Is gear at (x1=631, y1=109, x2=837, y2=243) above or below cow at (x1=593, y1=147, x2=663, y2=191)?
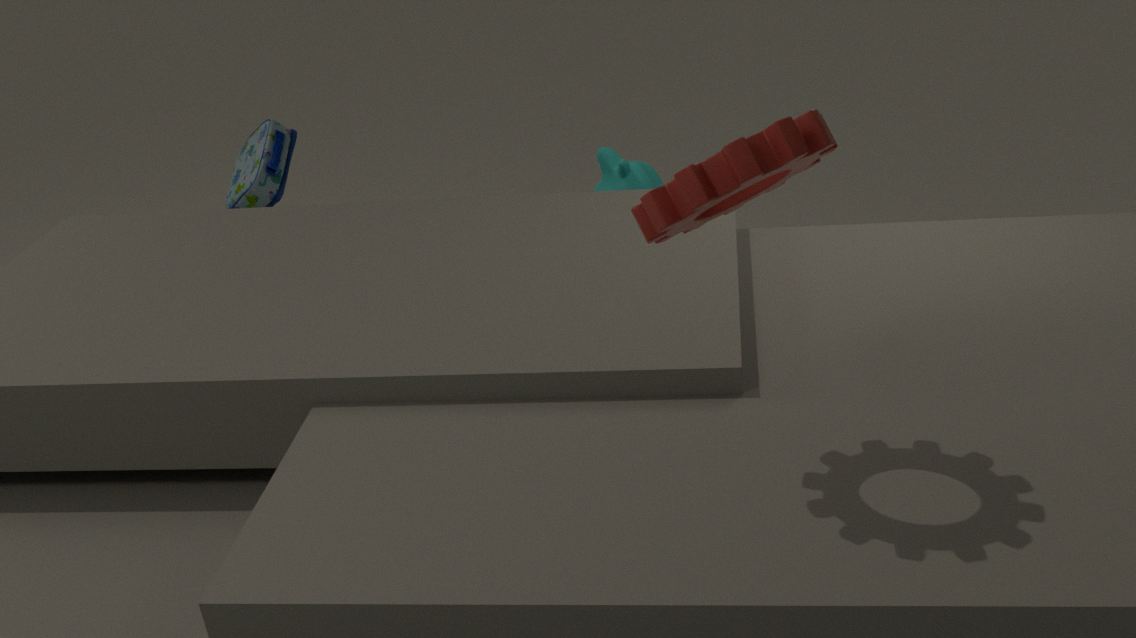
above
